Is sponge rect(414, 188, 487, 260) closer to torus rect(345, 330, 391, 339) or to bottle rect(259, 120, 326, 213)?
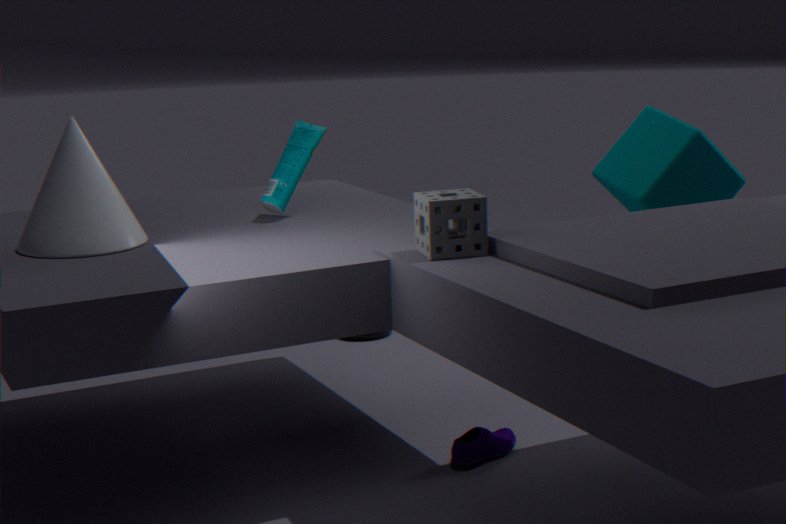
bottle rect(259, 120, 326, 213)
